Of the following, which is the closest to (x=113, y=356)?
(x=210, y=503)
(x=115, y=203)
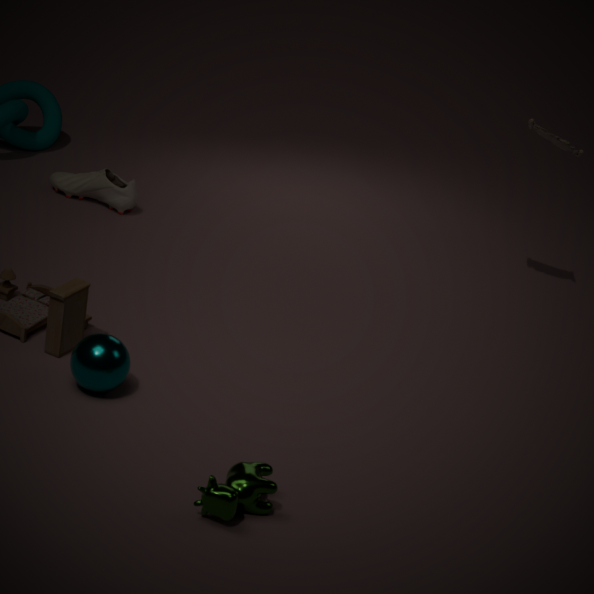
(x=210, y=503)
